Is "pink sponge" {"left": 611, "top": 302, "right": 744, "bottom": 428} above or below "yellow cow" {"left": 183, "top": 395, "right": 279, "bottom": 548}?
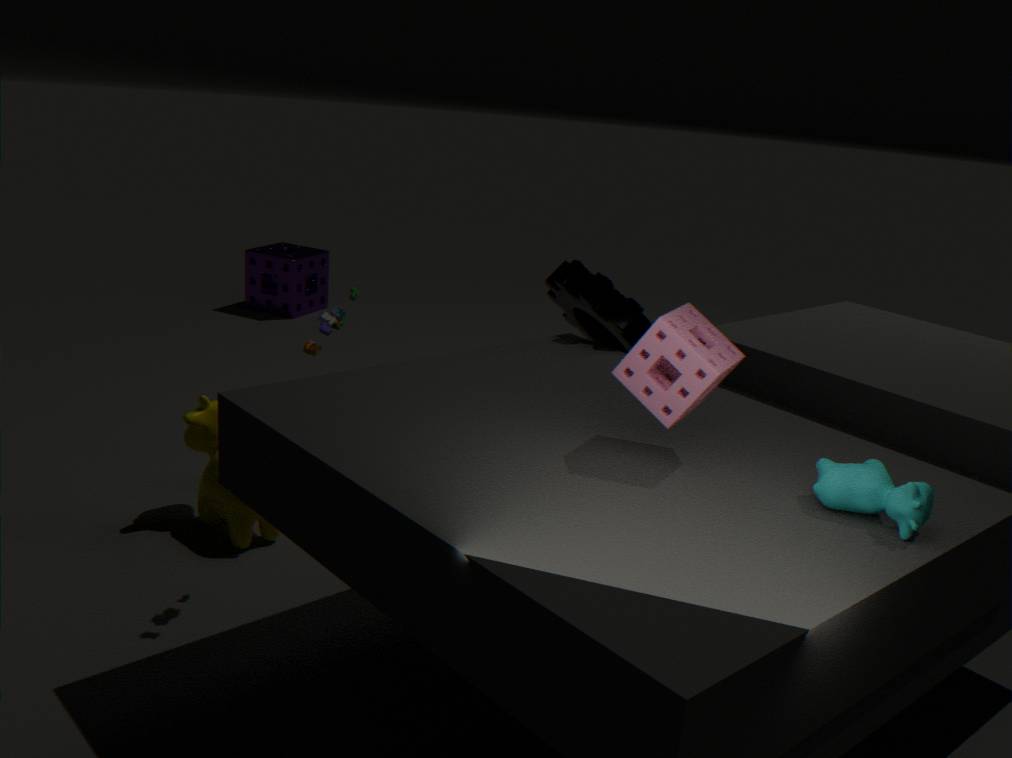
above
